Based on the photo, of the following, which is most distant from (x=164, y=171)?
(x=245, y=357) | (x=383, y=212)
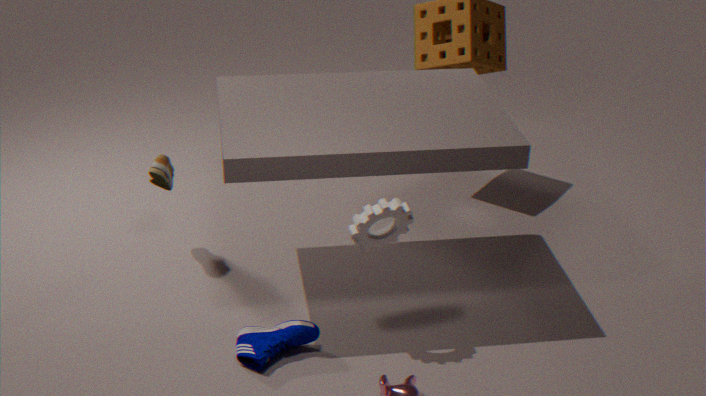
(x=383, y=212)
